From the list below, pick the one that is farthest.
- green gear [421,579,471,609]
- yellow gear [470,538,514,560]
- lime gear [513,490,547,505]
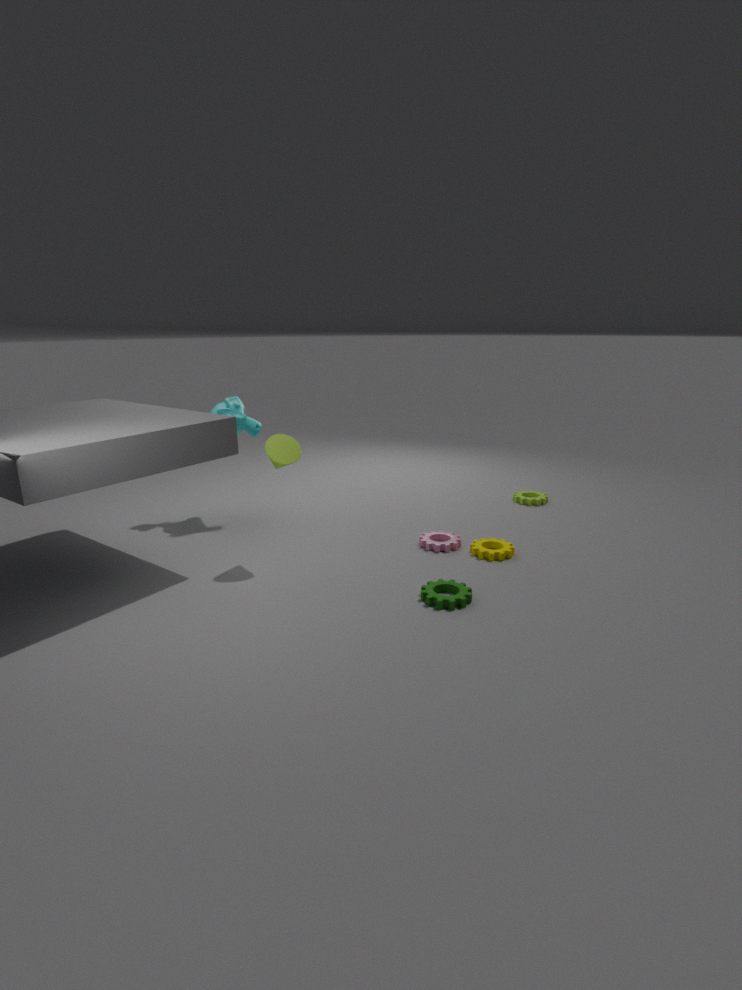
lime gear [513,490,547,505]
